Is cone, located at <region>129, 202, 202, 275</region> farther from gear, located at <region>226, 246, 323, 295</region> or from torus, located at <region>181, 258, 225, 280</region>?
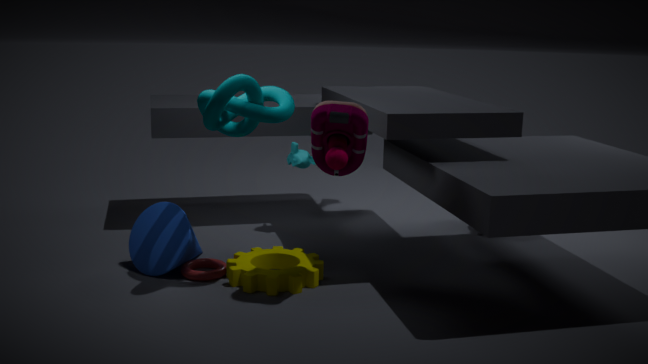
gear, located at <region>226, 246, 323, 295</region>
